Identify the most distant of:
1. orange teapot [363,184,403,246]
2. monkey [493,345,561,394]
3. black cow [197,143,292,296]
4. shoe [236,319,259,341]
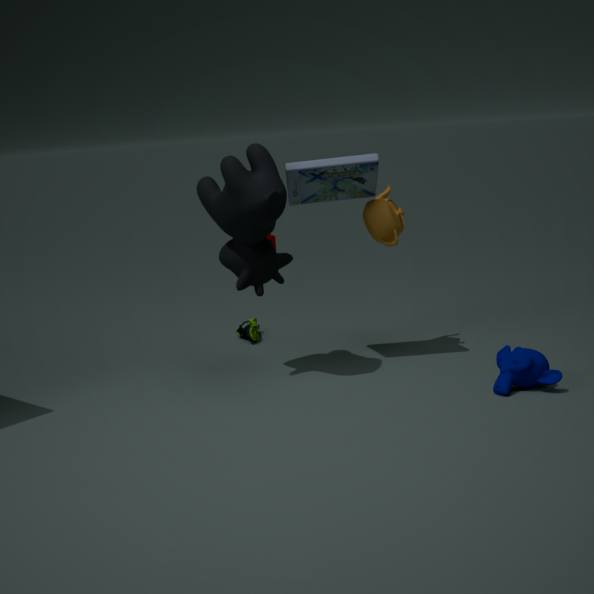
shoe [236,319,259,341]
